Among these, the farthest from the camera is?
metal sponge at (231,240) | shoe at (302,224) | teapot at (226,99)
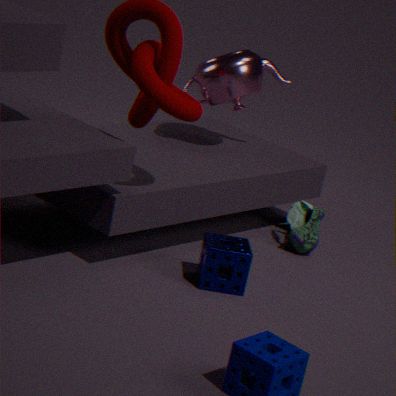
shoe at (302,224)
